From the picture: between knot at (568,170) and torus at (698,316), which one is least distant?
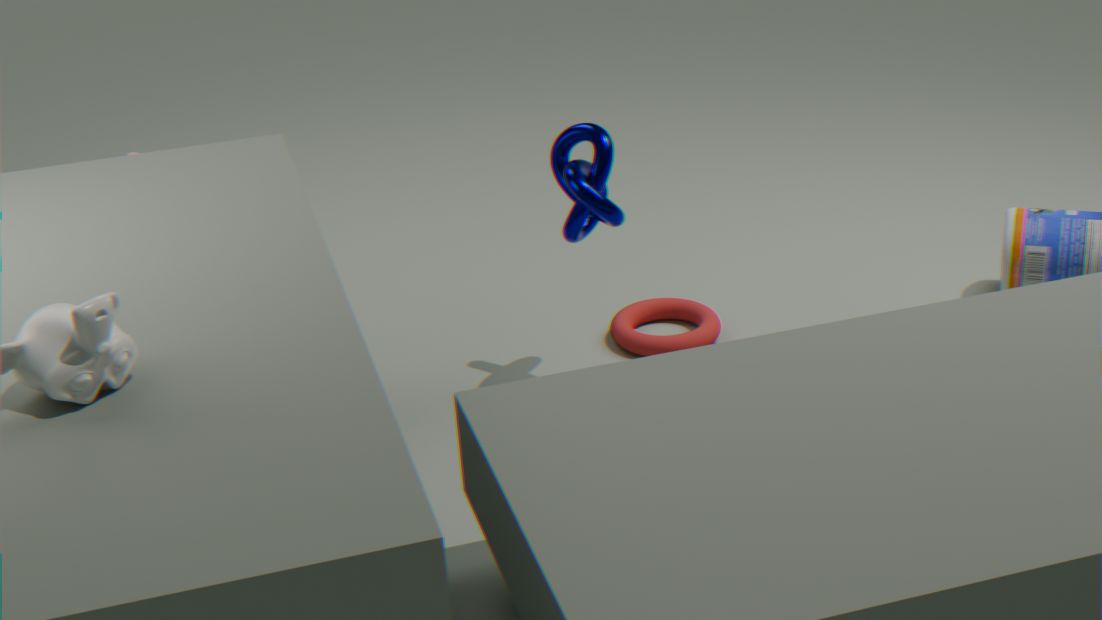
knot at (568,170)
